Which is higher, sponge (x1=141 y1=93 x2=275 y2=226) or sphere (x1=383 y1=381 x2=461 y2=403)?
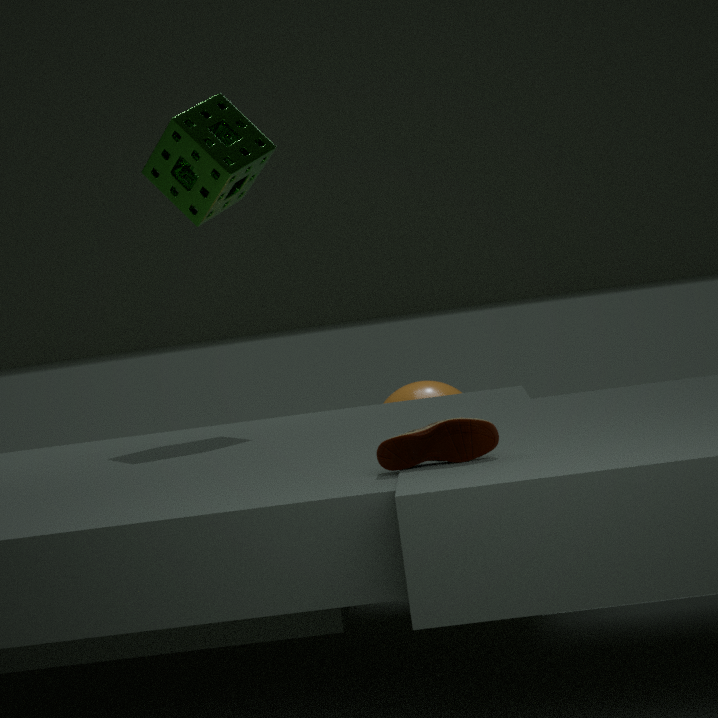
sponge (x1=141 y1=93 x2=275 y2=226)
